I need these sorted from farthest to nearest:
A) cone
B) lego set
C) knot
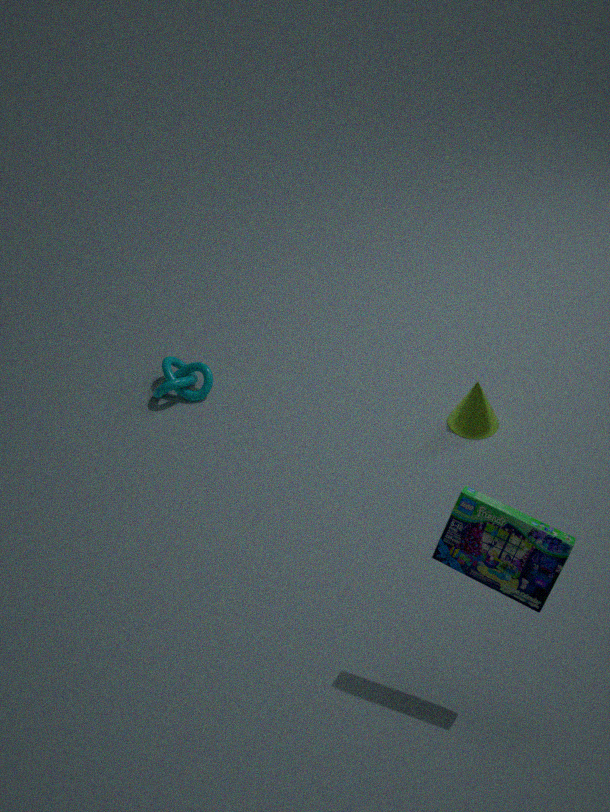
knot, cone, lego set
